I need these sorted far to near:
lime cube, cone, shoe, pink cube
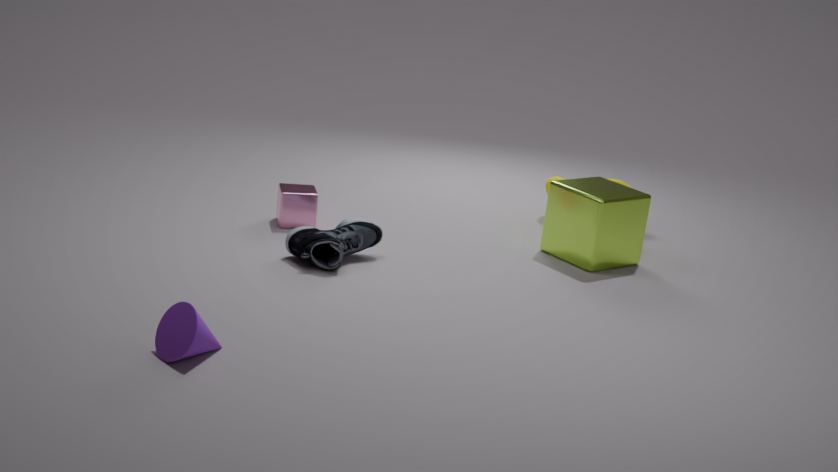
1. pink cube
2. lime cube
3. shoe
4. cone
